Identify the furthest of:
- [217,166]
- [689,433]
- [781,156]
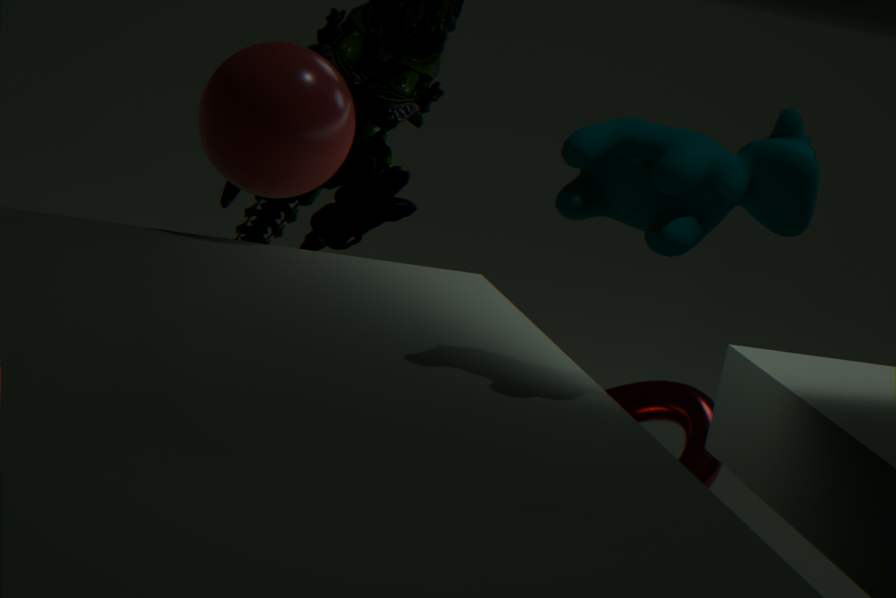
[689,433]
